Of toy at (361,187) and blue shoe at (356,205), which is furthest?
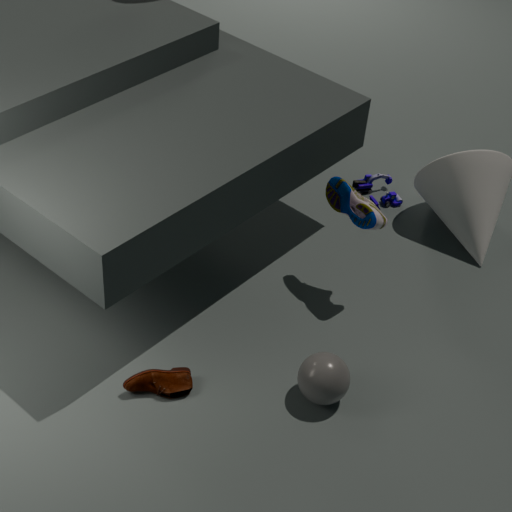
toy at (361,187)
